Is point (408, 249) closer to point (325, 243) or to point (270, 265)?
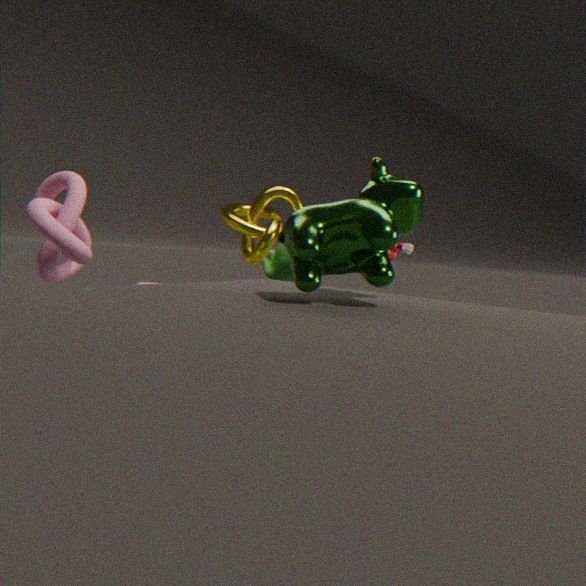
point (270, 265)
